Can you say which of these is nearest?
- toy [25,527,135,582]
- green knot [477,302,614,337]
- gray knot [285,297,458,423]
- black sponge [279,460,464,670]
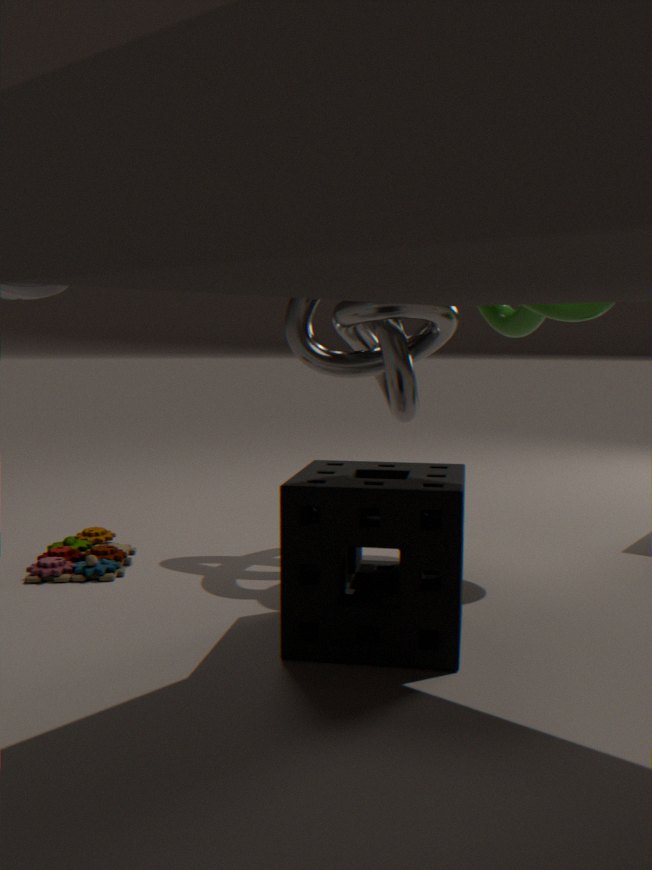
black sponge [279,460,464,670]
